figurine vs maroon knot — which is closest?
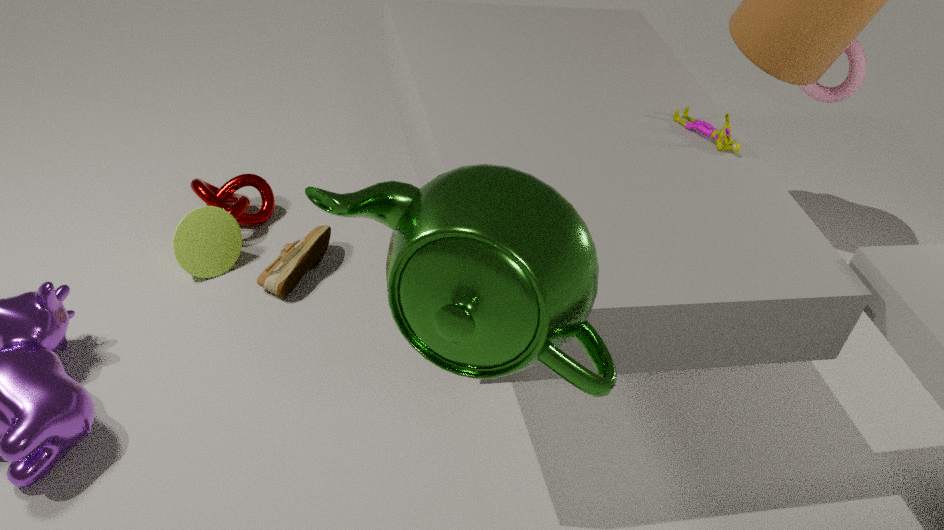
figurine
